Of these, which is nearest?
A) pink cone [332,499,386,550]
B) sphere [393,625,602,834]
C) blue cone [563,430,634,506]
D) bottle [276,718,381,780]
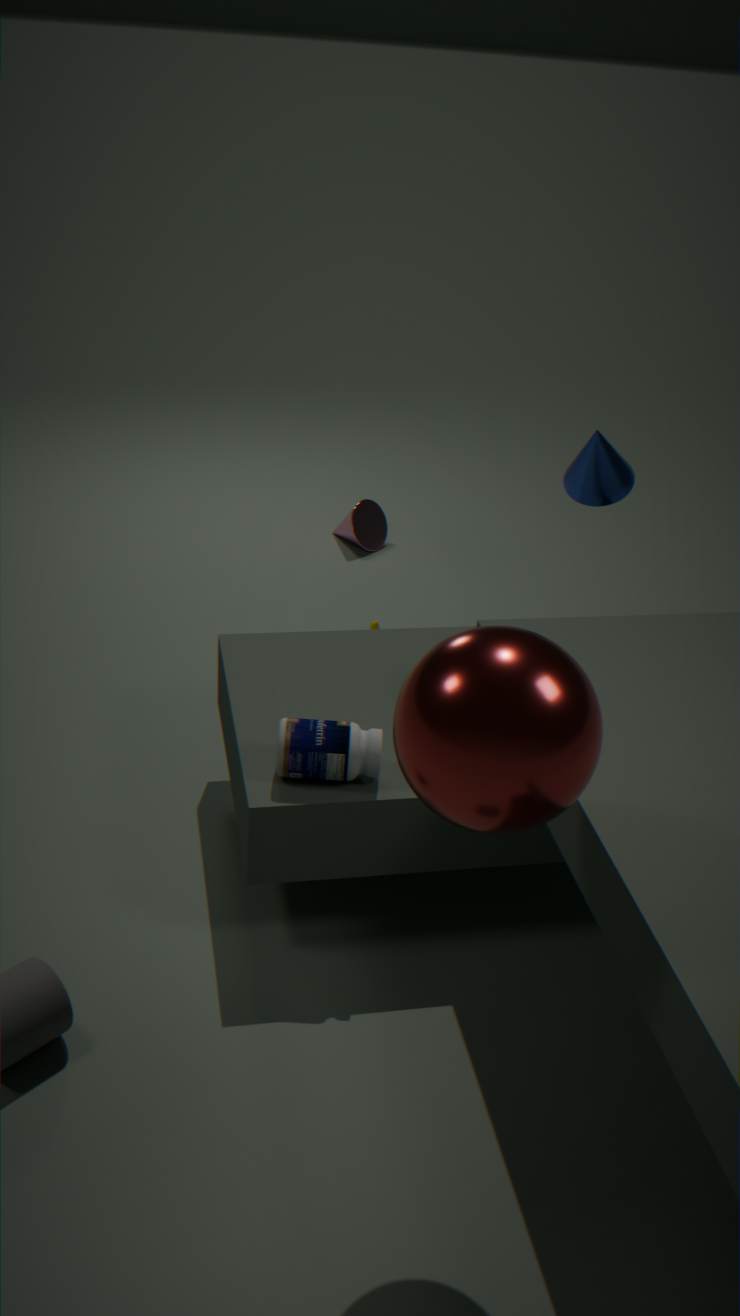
sphere [393,625,602,834]
